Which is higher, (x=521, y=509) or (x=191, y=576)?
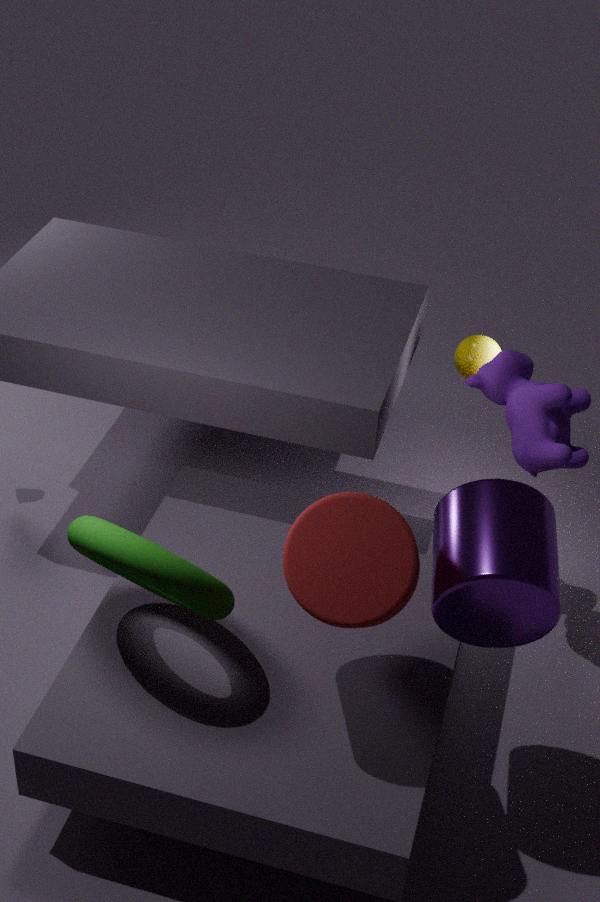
(x=521, y=509)
